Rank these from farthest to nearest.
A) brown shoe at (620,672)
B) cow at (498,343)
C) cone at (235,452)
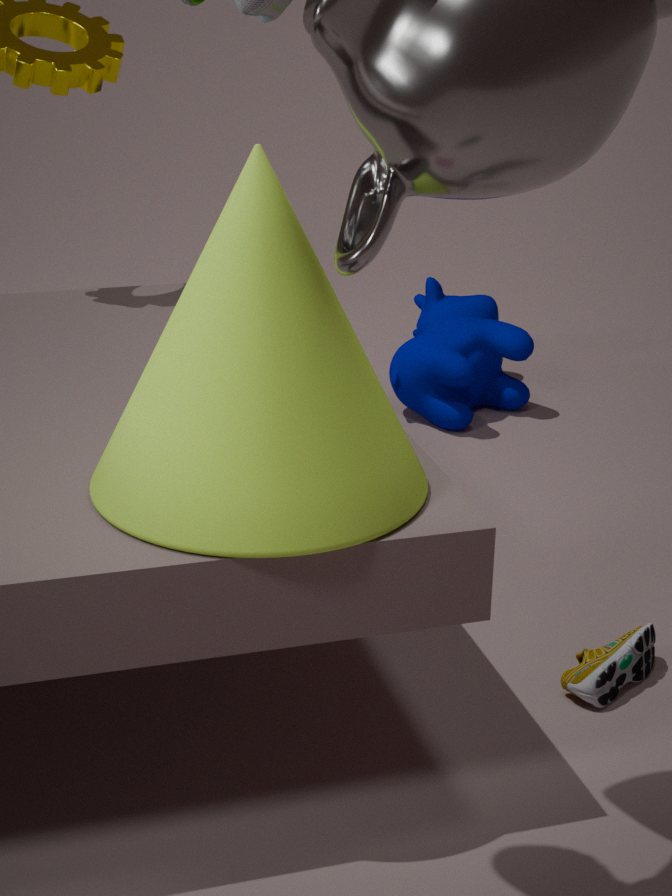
cow at (498,343), brown shoe at (620,672), cone at (235,452)
